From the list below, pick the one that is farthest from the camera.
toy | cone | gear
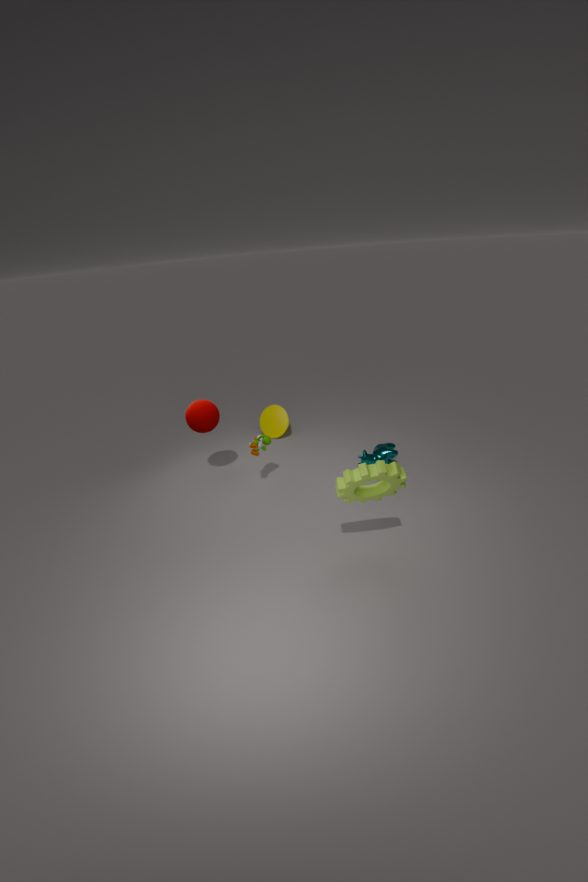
cone
